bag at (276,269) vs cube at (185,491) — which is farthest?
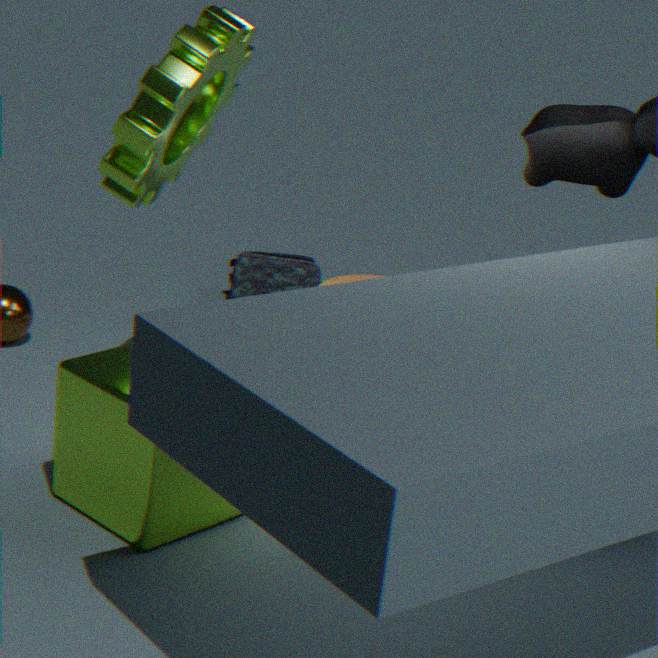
bag at (276,269)
